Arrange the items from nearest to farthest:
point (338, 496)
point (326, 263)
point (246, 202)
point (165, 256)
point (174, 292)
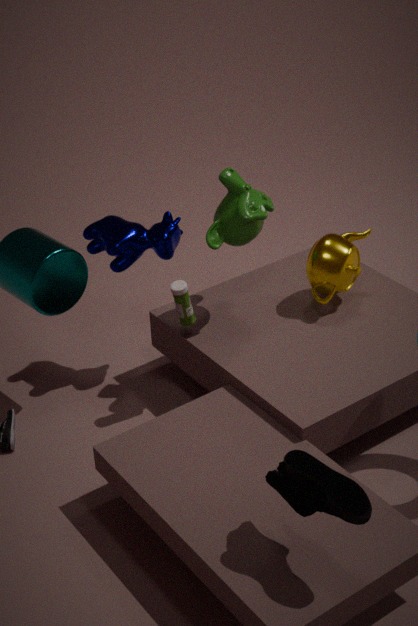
point (338, 496)
point (174, 292)
point (246, 202)
point (326, 263)
point (165, 256)
